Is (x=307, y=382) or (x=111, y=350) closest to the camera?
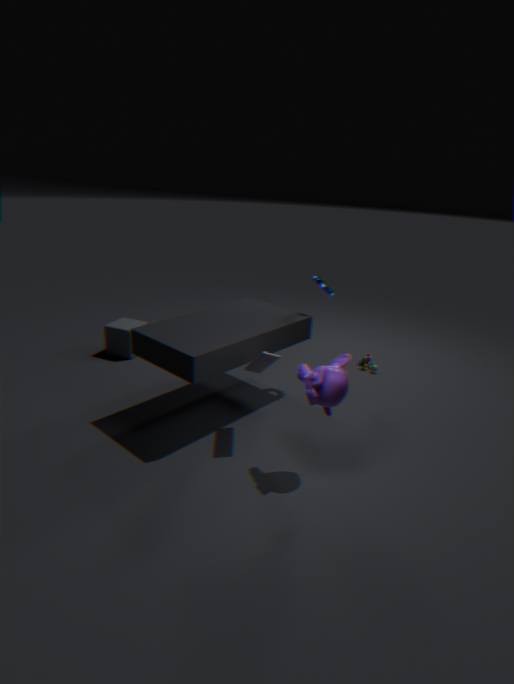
(x=307, y=382)
